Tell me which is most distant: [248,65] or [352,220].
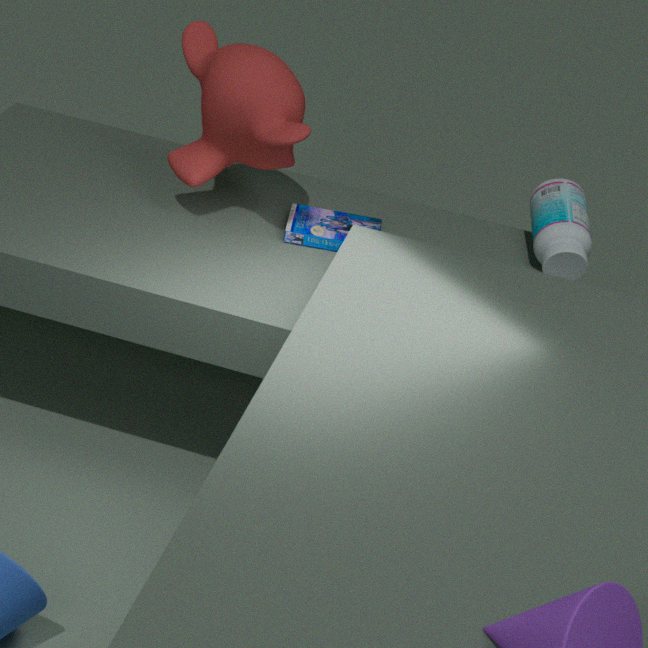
[352,220]
